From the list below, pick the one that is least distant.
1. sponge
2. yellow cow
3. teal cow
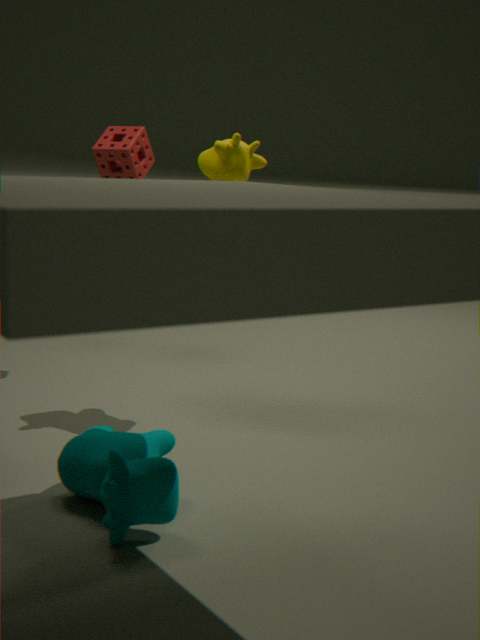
teal cow
